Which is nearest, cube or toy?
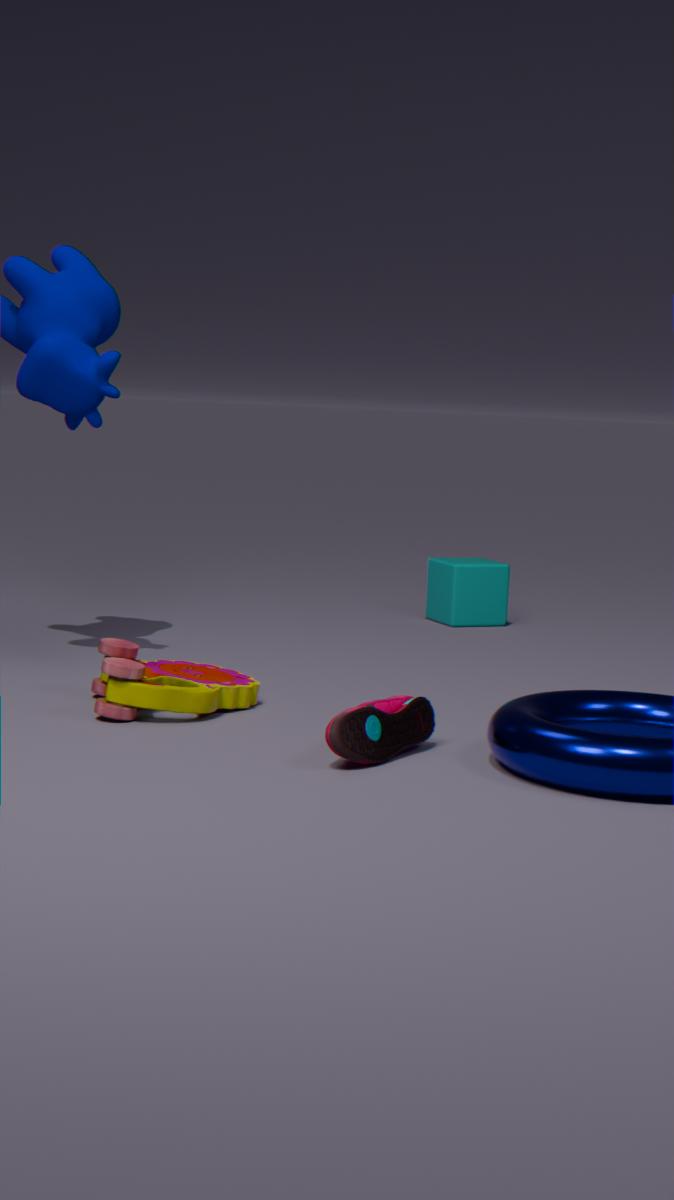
toy
